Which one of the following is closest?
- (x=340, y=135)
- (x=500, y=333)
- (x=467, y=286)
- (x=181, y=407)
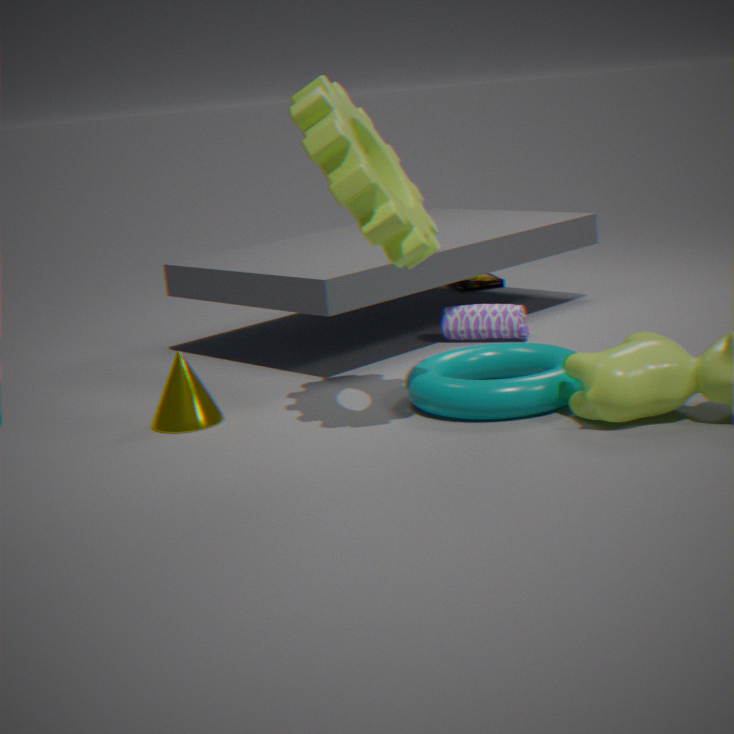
(x=340, y=135)
